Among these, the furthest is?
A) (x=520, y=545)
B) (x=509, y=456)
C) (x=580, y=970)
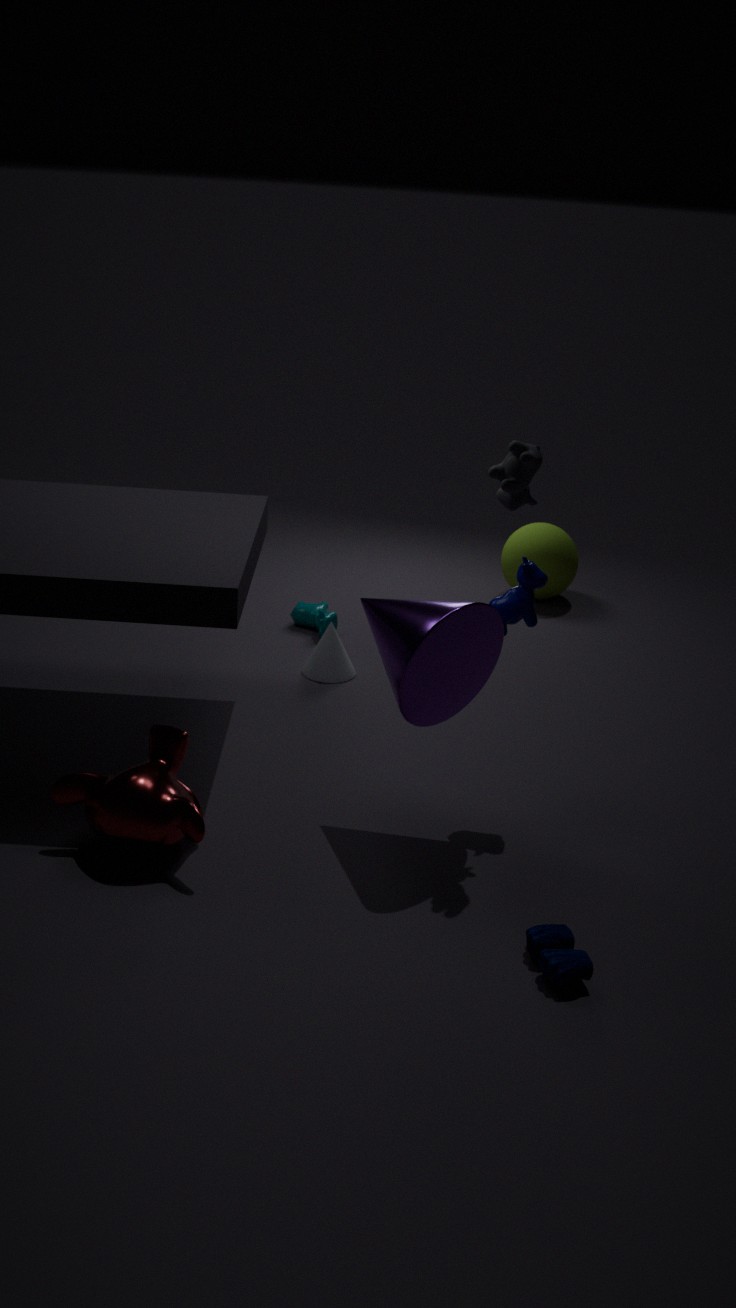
(x=520, y=545)
